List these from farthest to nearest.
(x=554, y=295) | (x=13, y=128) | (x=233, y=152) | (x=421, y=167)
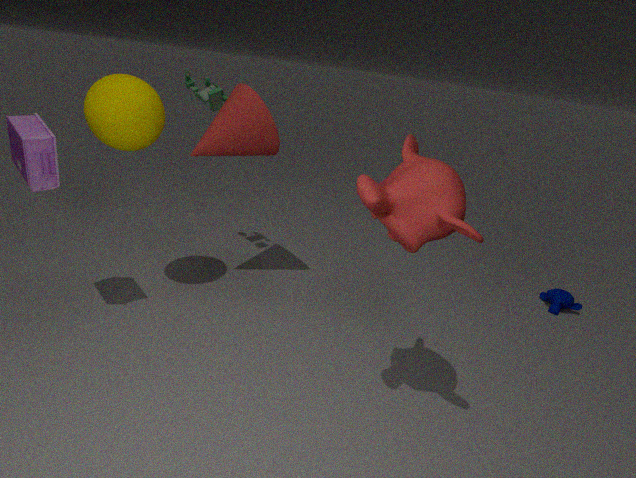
(x=554, y=295)
(x=233, y=152)
(x=13, y=128)
(x=421, y=167)
